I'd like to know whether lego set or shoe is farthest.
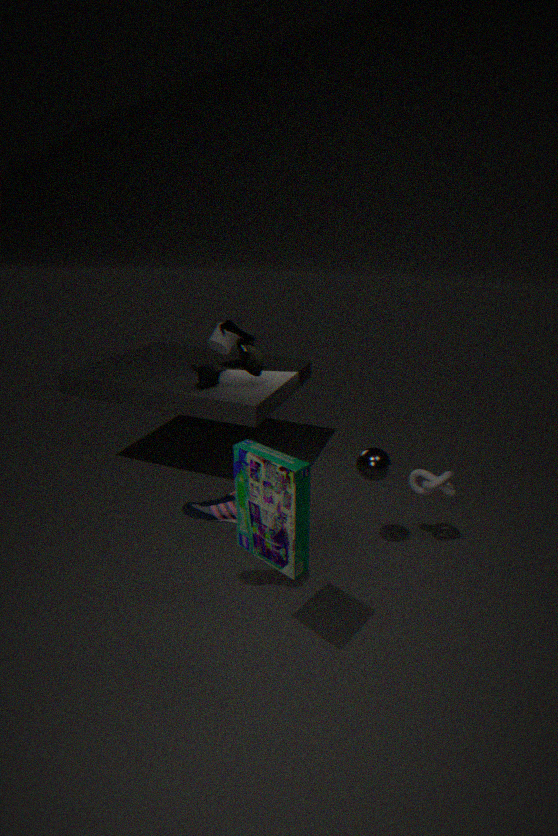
shoe
